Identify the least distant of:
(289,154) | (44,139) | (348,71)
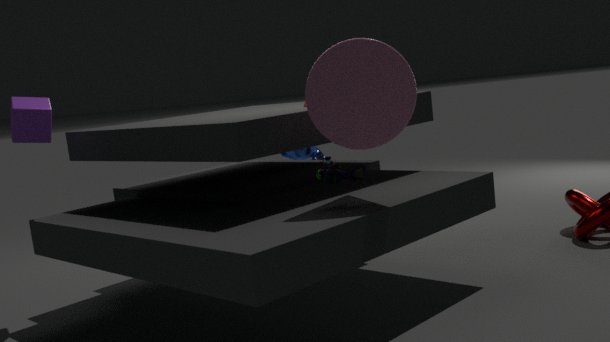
(348,71)
